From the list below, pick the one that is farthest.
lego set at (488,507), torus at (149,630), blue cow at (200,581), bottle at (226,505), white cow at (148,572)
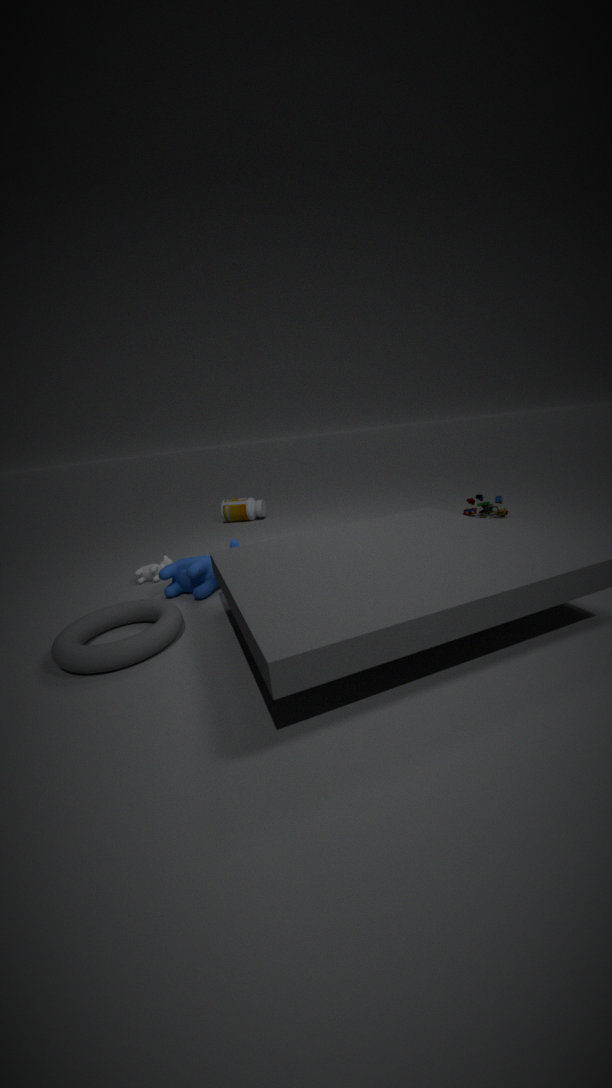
bottle at (226,505)
